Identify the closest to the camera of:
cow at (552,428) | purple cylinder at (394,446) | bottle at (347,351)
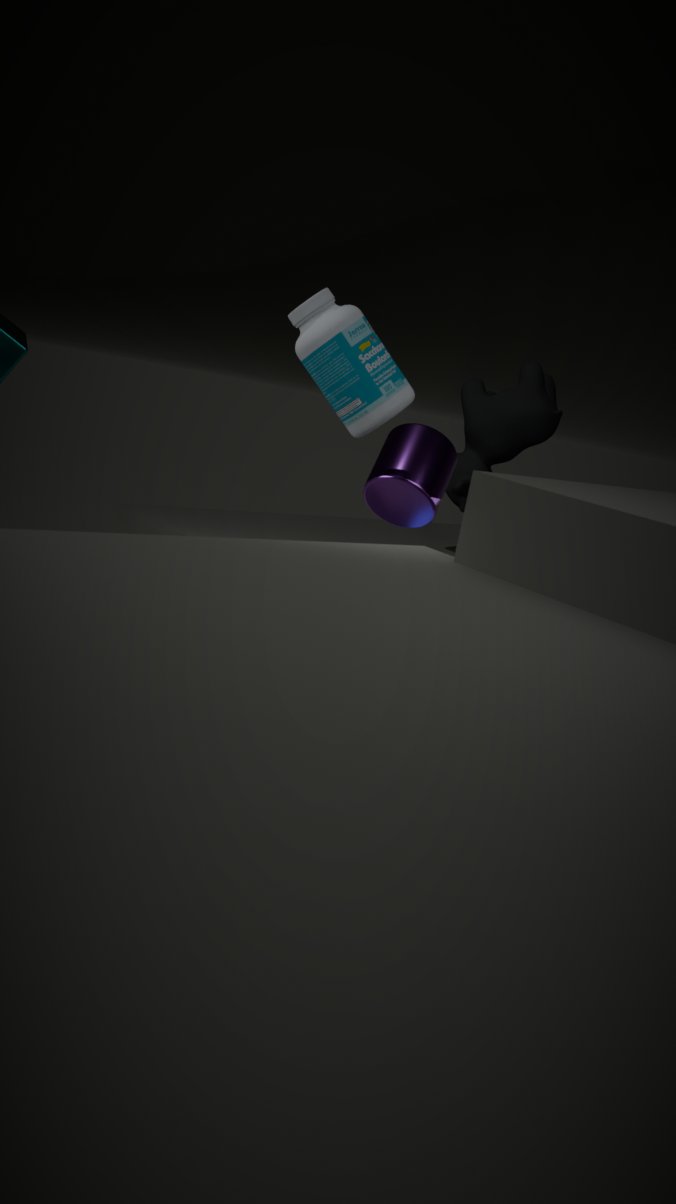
bottle at (347,351)
